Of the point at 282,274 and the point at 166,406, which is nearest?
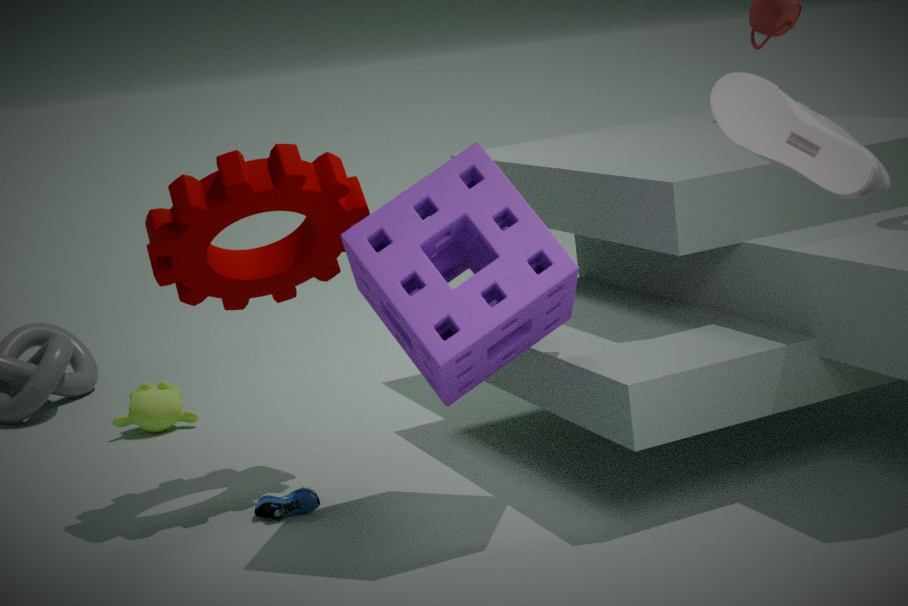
the point at 282,274
